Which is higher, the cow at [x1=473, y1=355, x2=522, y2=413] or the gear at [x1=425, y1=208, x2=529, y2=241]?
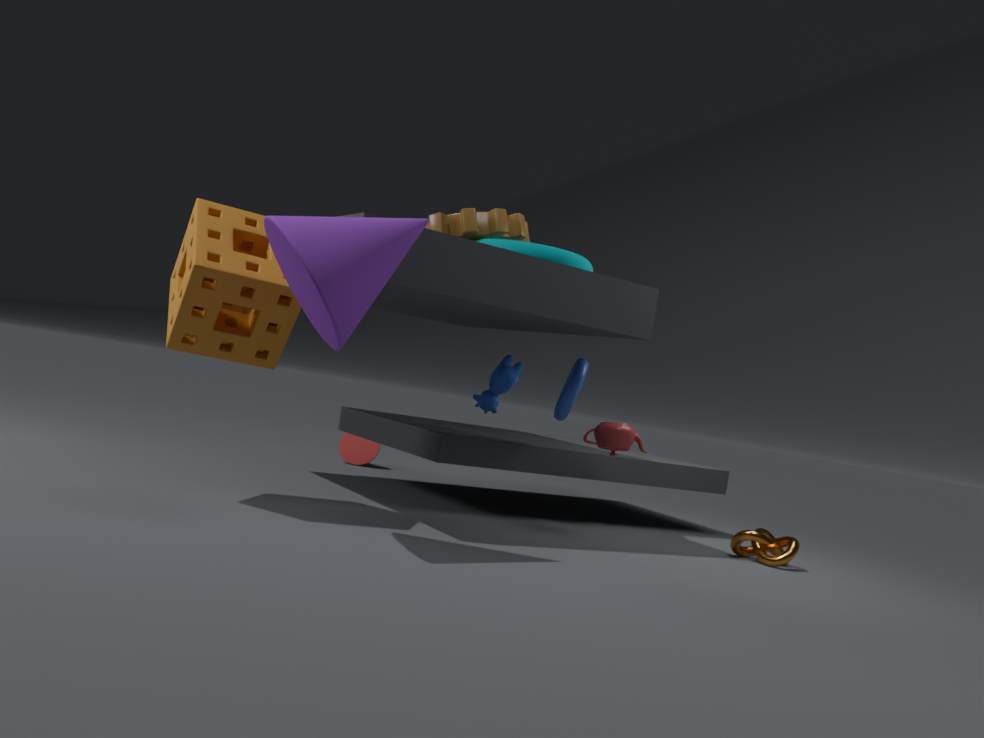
the gear at [x1=425, y1=208, x2=529, y2=241]
